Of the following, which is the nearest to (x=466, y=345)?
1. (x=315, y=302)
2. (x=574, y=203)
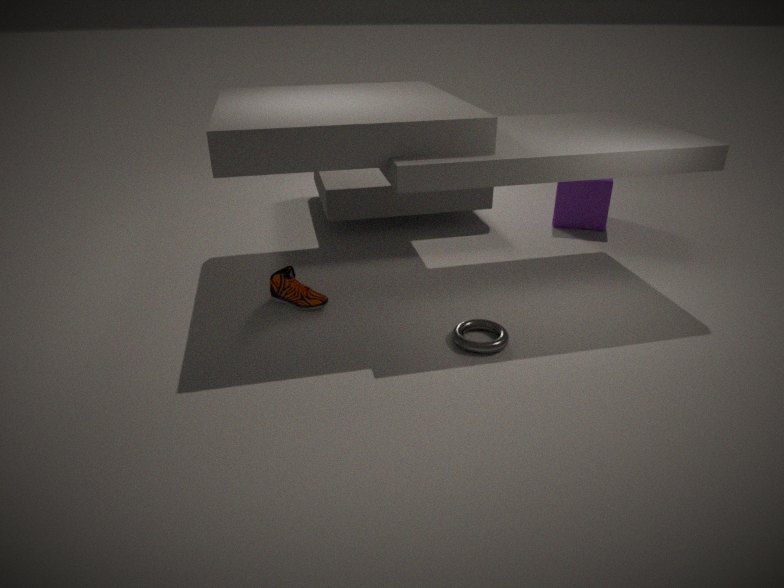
(x=315, y=302)
